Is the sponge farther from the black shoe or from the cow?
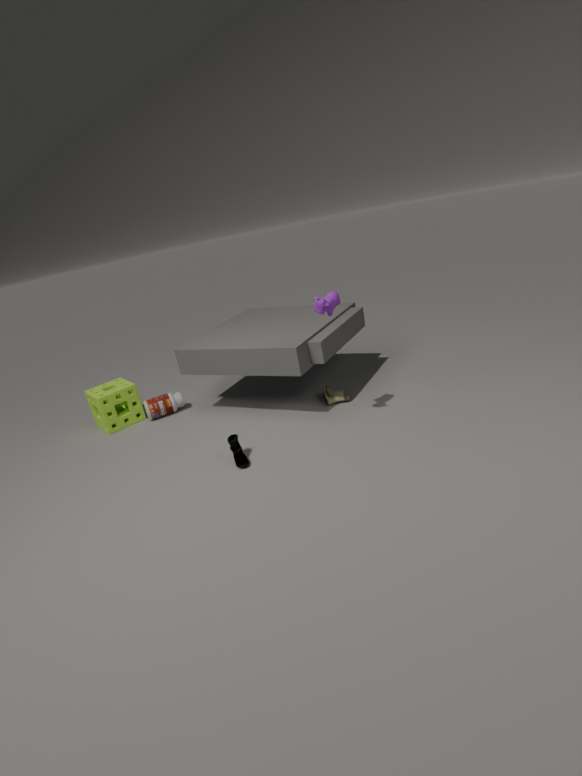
the cow
